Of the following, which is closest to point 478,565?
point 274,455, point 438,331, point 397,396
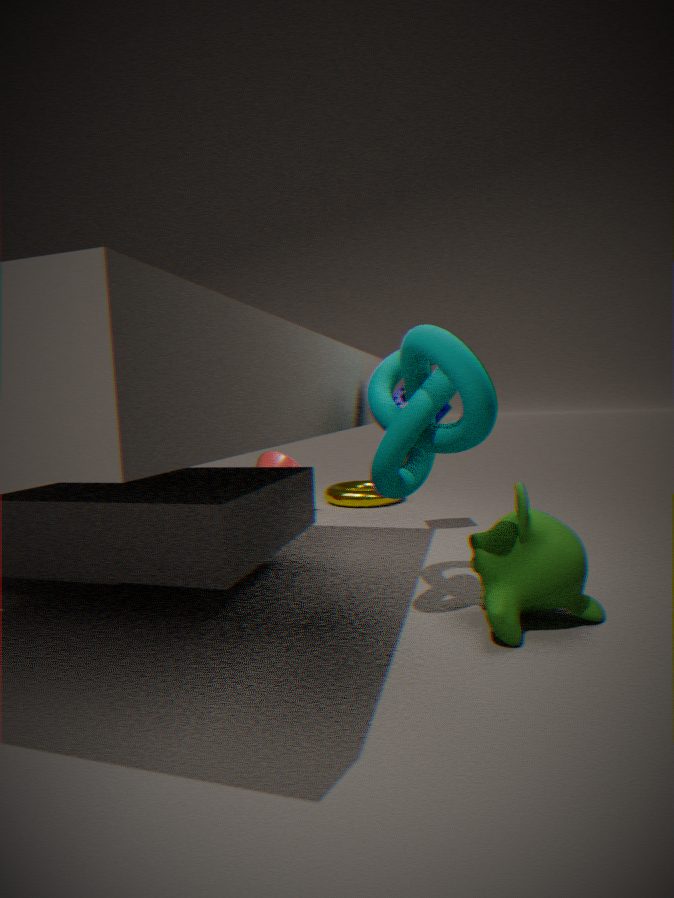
point 438,331
